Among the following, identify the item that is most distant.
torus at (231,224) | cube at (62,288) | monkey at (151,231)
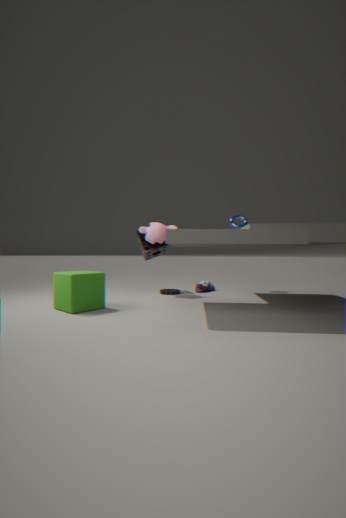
torus at (231,224)
